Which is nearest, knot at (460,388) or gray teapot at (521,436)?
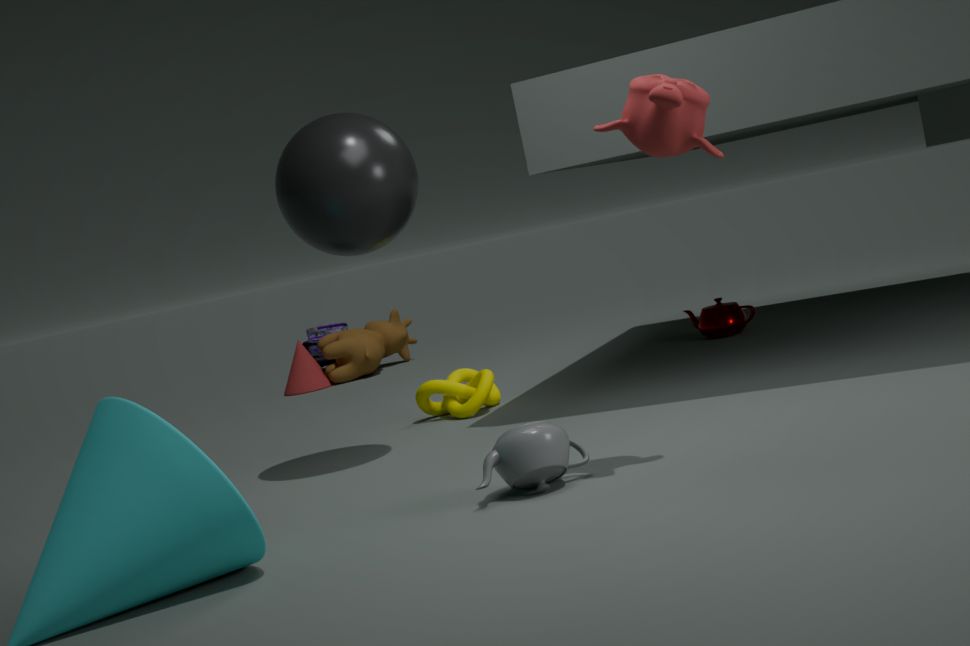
gray teapot at (521,436)
